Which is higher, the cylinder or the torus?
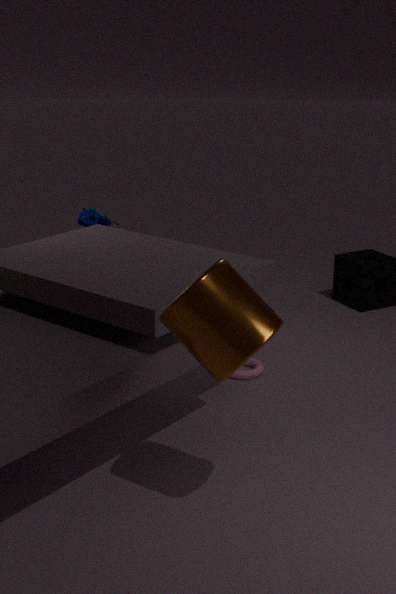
the cylinder
